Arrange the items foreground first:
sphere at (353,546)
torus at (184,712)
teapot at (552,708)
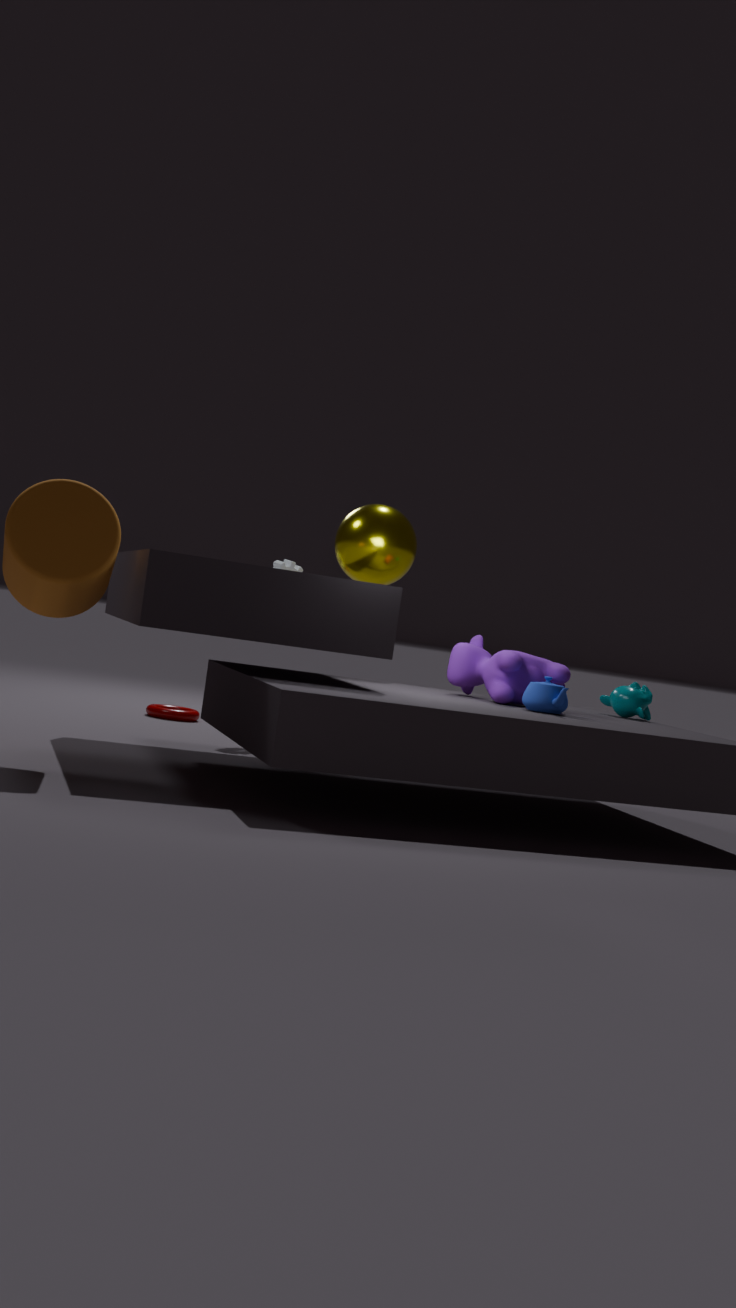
teapot at (552,708) < sphere at (353,546) < torus at (184,712)
